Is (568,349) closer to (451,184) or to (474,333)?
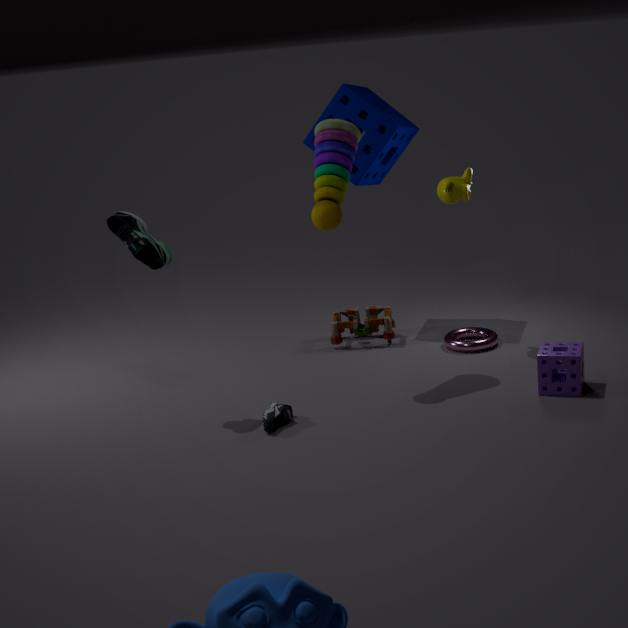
(474,333)
